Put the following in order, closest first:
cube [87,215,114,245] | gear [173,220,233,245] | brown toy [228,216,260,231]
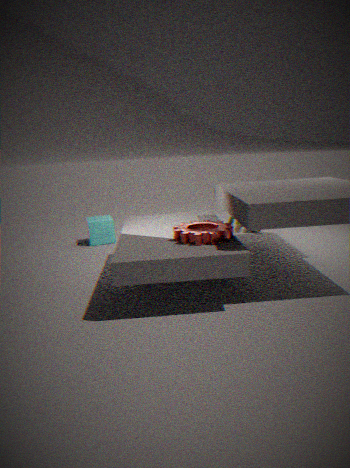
gear [173,220,233,245]
cube [87,215,114,245]
brown toy [228,216,260,231]
